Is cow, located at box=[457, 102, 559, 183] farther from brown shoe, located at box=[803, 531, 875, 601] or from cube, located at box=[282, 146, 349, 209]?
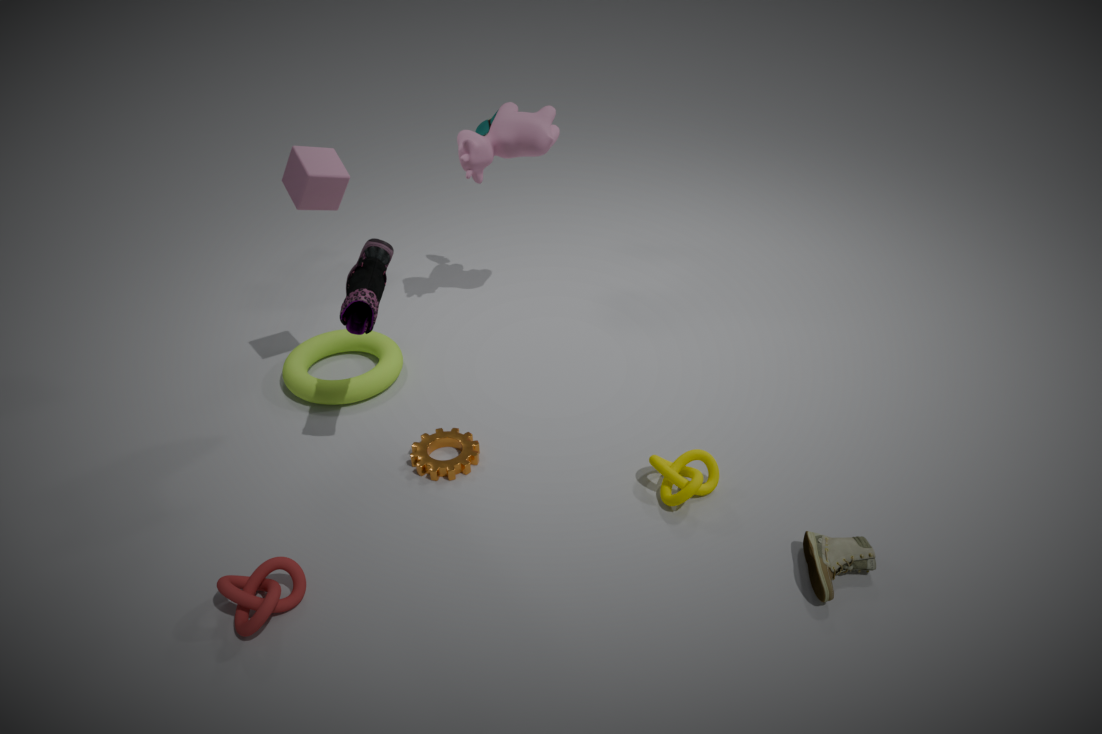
brown shoe, located at box=[803, 531, 875, 601]
